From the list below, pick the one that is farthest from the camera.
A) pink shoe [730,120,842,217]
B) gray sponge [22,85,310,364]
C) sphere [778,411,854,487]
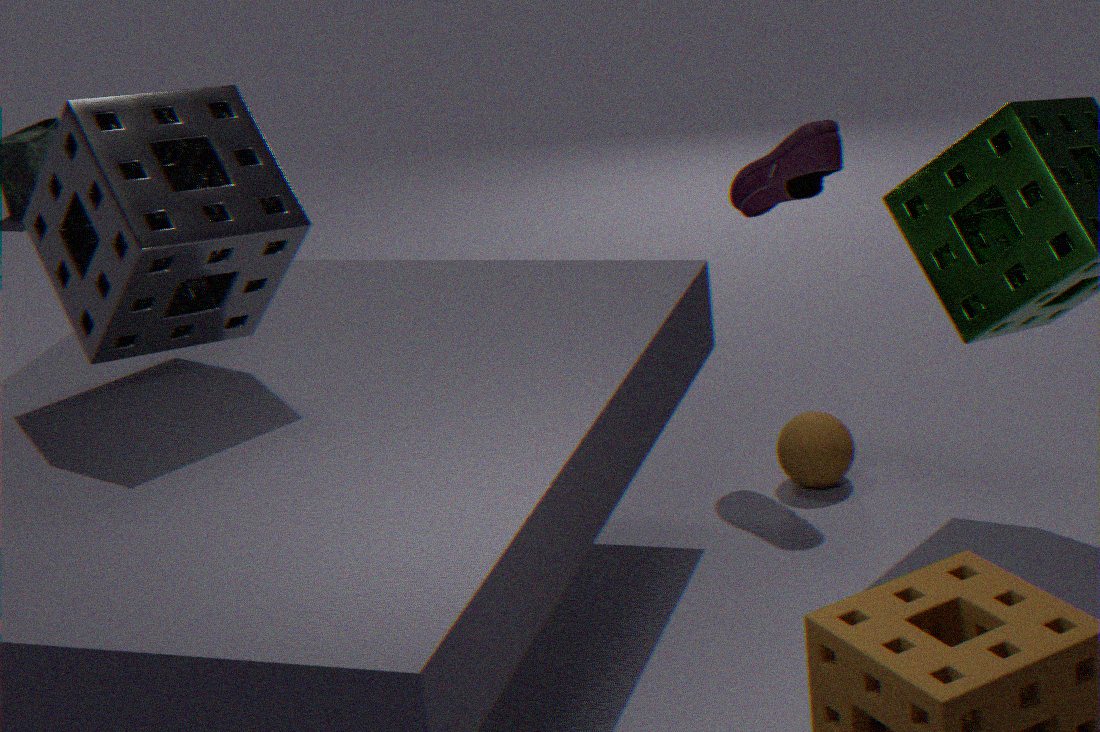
sphere [778,411,854,487]
